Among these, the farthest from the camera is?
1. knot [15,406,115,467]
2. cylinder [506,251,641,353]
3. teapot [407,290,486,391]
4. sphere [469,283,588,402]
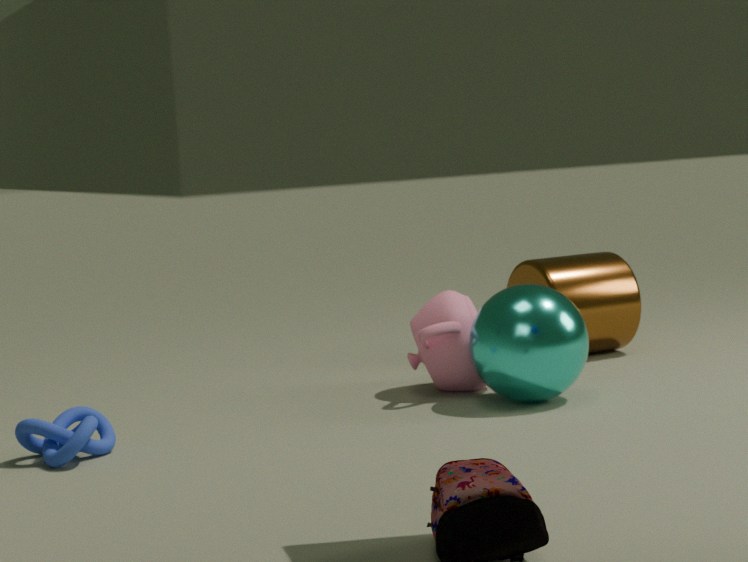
cylinder [506,251,641,353]
